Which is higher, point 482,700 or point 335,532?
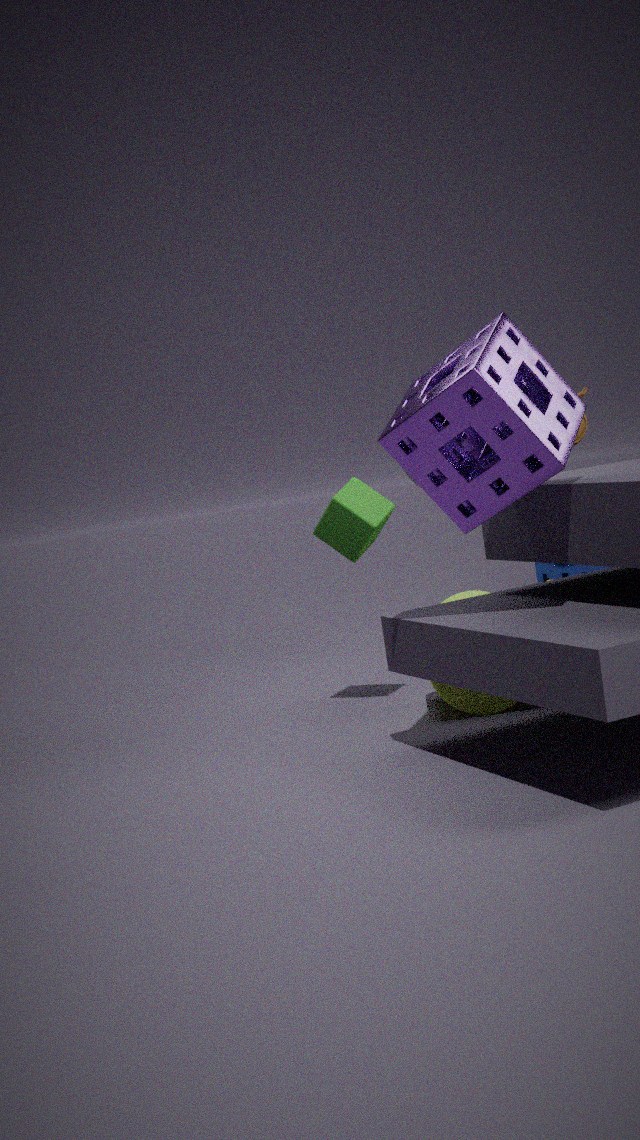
point 335,532
